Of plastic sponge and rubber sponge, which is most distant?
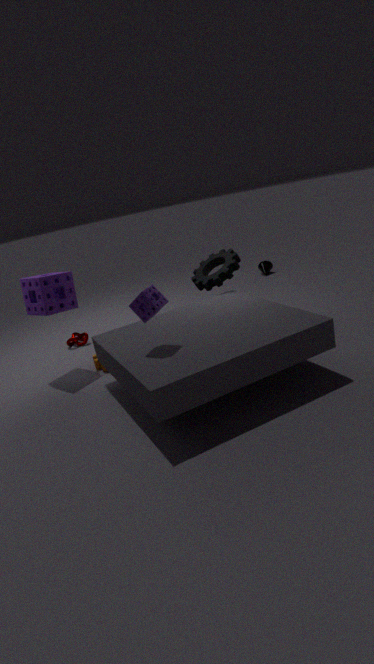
rubber sponge
